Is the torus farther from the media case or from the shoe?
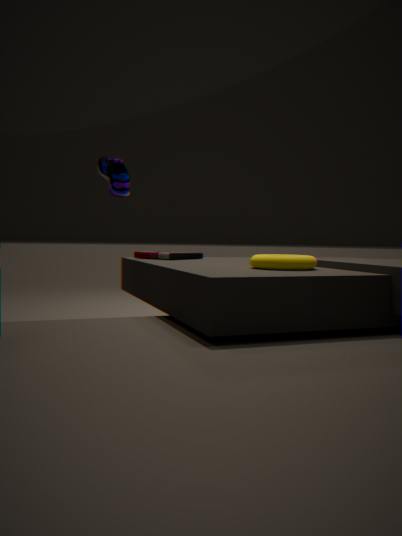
the shoe
